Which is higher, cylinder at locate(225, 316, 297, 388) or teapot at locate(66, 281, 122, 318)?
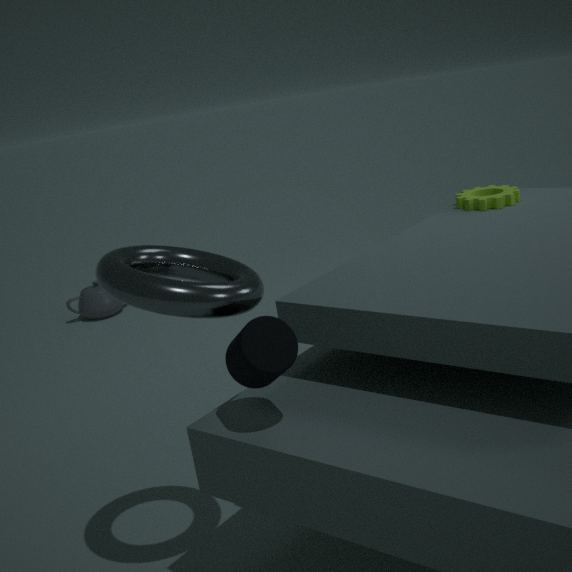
cylinder at locate(225, 316, 297, 388)
